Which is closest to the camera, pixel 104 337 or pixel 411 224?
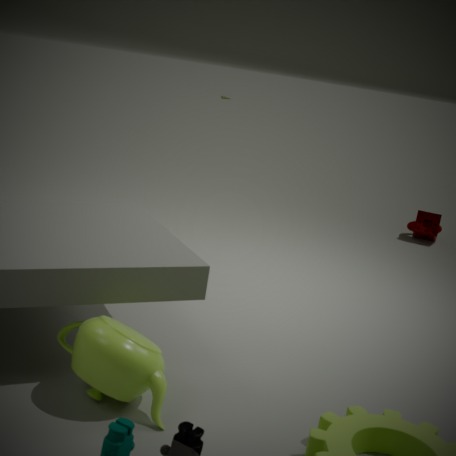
pixel 104 337
